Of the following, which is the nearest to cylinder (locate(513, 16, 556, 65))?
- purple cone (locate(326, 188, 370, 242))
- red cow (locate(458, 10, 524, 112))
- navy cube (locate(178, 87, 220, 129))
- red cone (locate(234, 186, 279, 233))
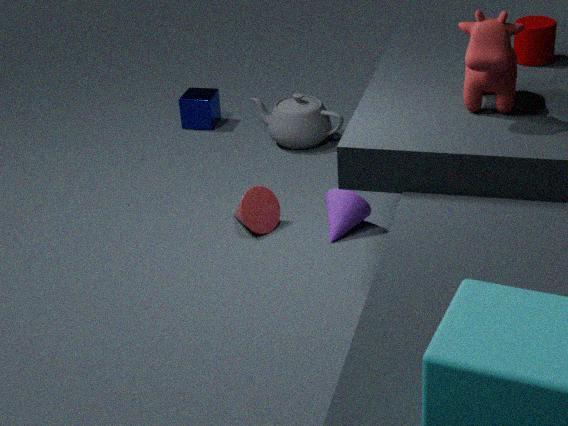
red cow (locate(458, 10, 524, 112))
